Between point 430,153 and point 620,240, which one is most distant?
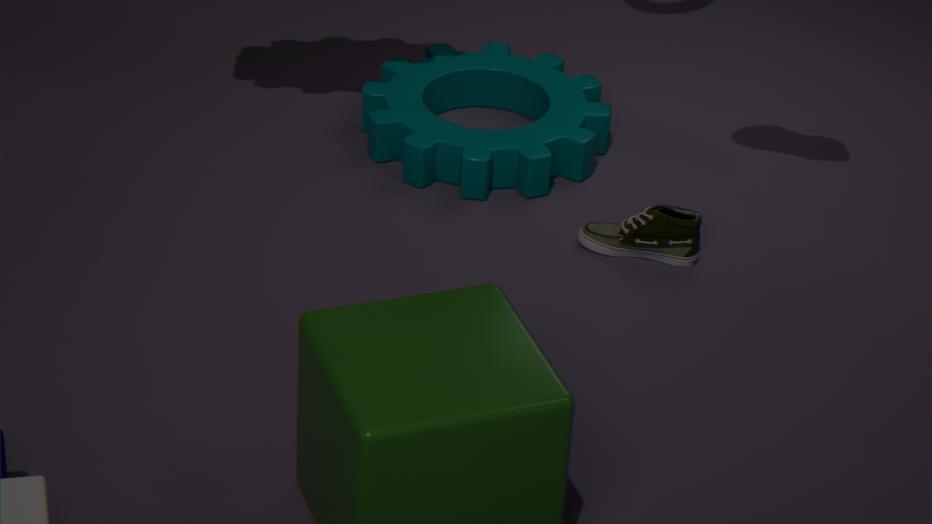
point 430,153
